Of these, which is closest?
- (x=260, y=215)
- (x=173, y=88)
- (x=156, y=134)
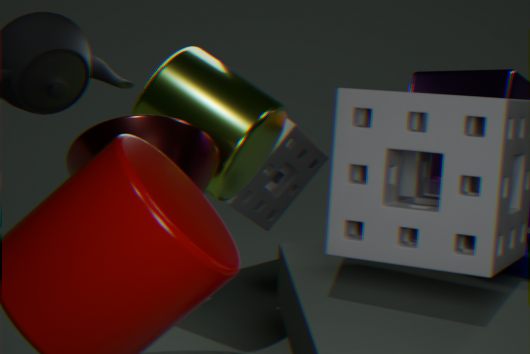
(x=156, y=134)
